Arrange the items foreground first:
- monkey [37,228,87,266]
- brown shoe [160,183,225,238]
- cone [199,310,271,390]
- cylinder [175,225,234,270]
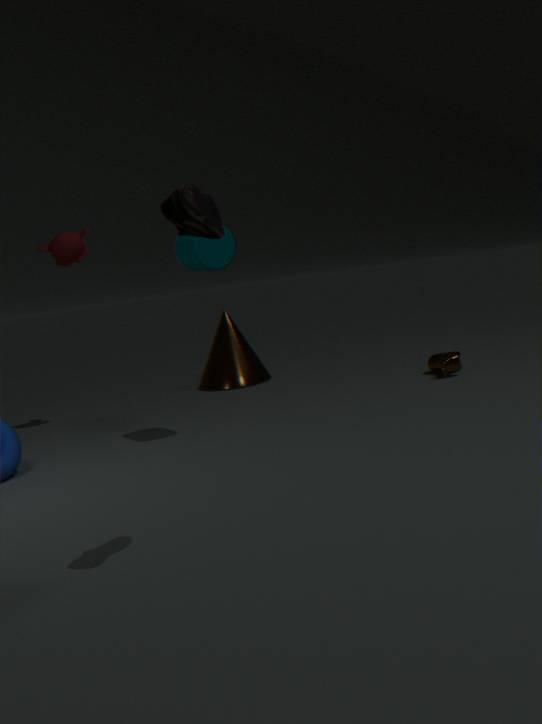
brown shoe [160,183,225,238] < cylinder [175,225,234,270] < monkey [37,228,87,266] < cone [199,310,271,390]
